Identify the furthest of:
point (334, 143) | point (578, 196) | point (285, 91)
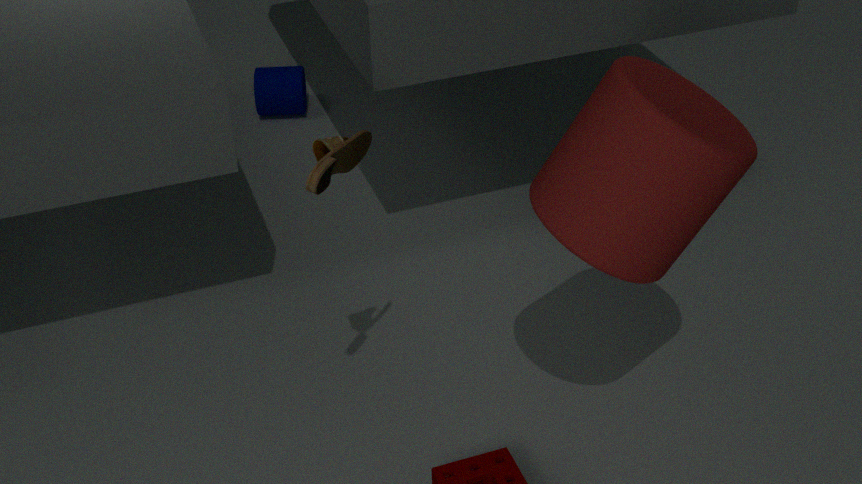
point (285, 91)
